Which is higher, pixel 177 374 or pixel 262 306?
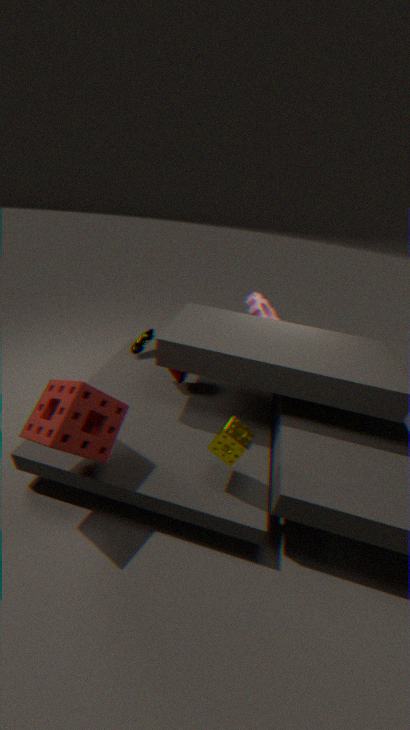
pixel 262 306
